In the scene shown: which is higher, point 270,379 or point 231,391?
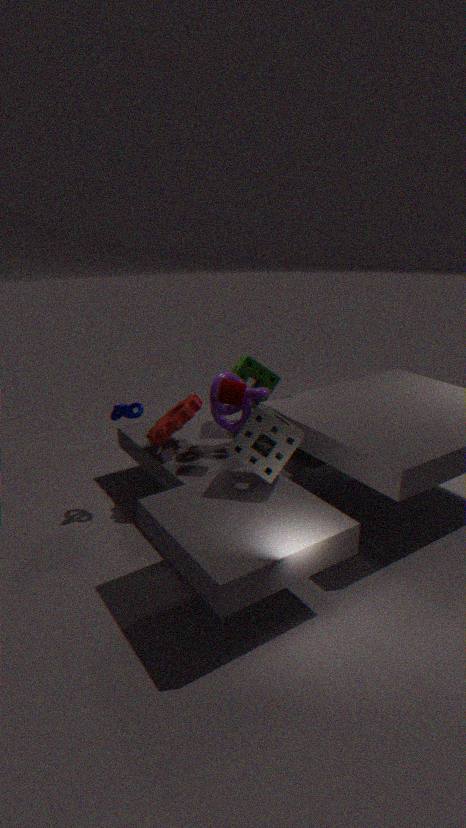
point 231,391
